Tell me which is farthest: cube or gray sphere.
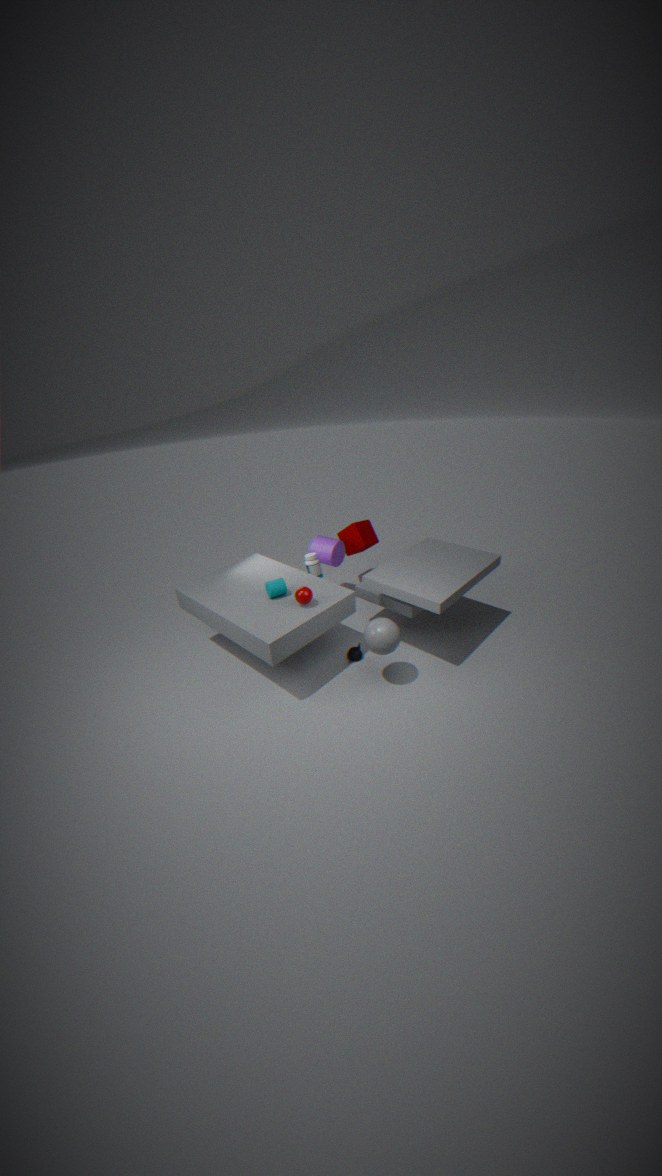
cube
